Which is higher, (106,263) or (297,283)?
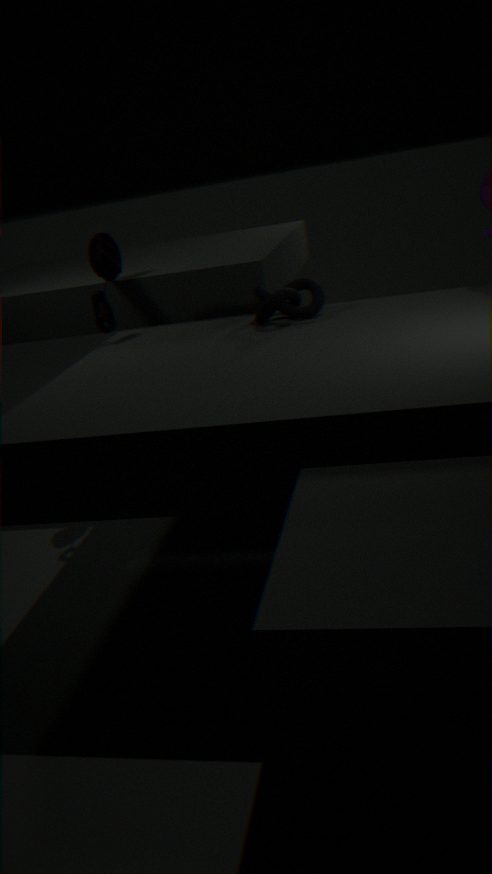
(106,263)
